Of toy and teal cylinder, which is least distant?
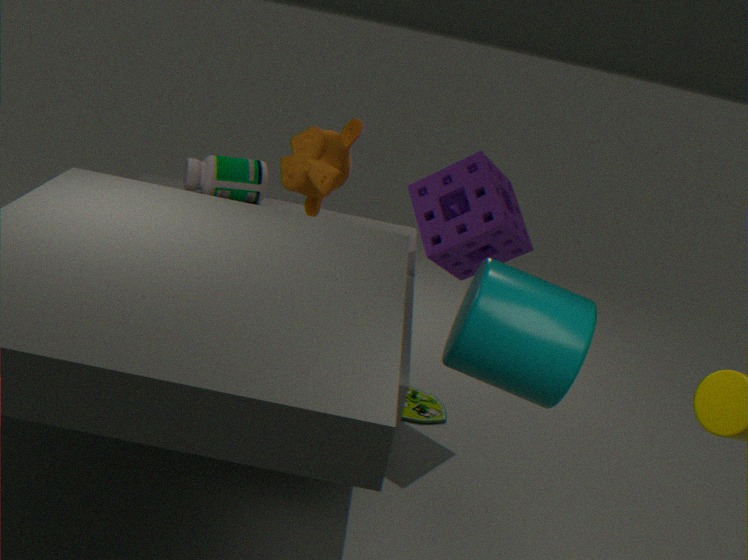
teal cylinder
